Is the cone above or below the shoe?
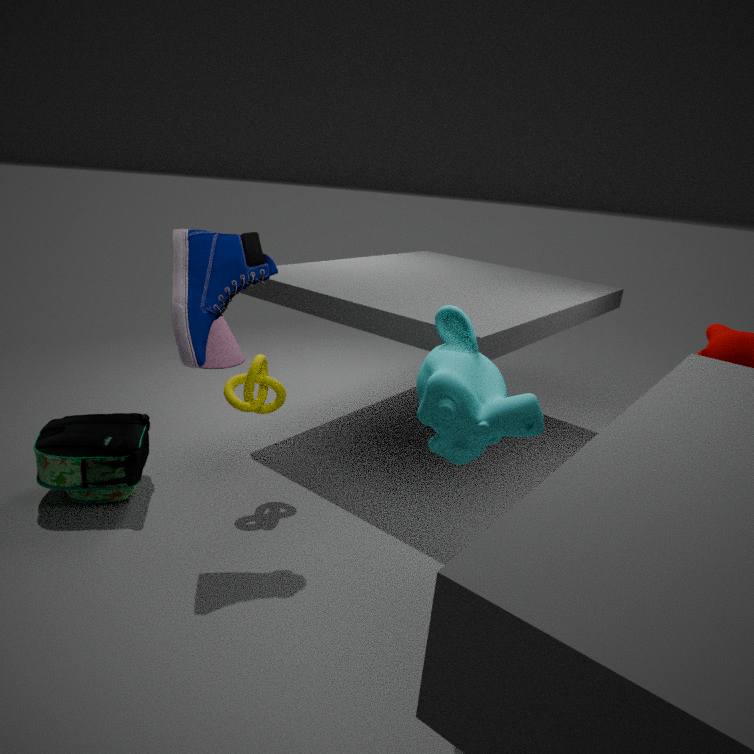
below
